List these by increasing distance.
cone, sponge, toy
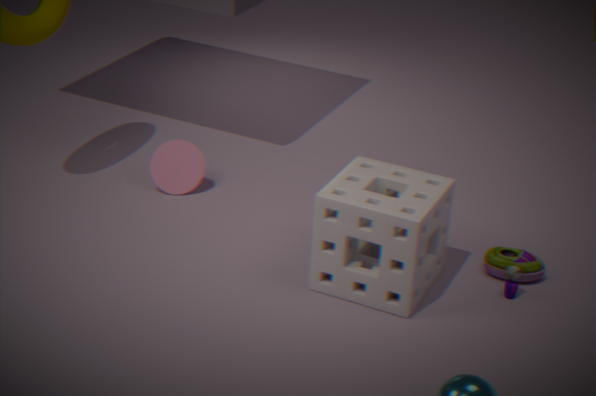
sponge
toy
cone
